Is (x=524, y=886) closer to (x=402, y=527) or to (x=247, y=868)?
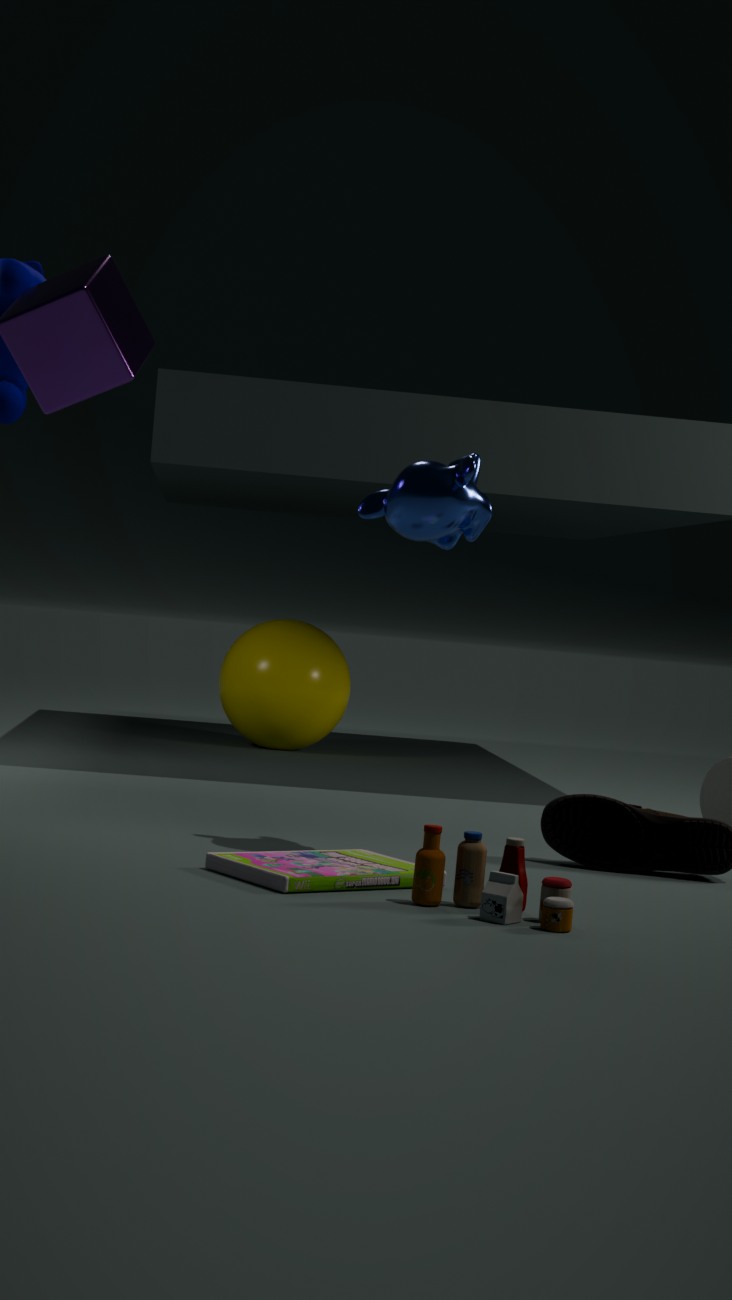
(x=247, y=868)
